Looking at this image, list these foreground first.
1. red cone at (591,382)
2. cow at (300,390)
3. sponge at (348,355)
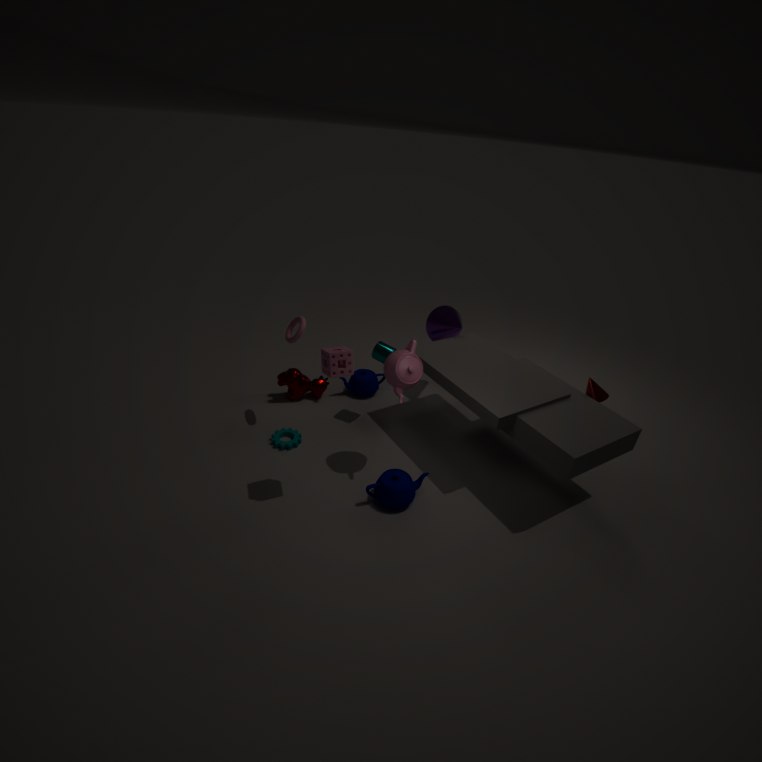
sponge at (348,355)
red cone at (591,382)
cow at (300,390)
